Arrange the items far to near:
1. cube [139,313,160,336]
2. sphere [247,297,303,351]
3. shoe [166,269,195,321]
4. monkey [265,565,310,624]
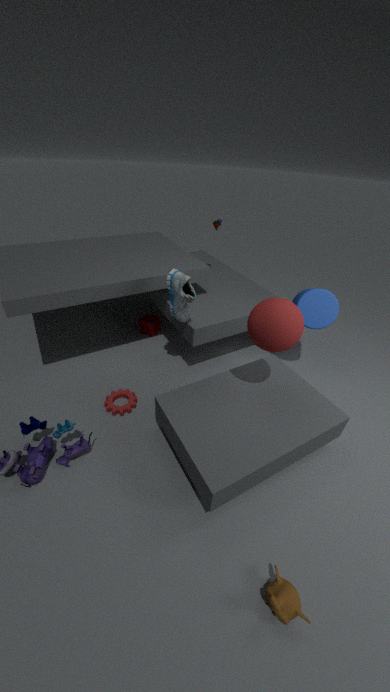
cube [139,313,160,336], shoe [166,269,195,321], sphere [247,297,303,351], monkey [265,565,310,624]
